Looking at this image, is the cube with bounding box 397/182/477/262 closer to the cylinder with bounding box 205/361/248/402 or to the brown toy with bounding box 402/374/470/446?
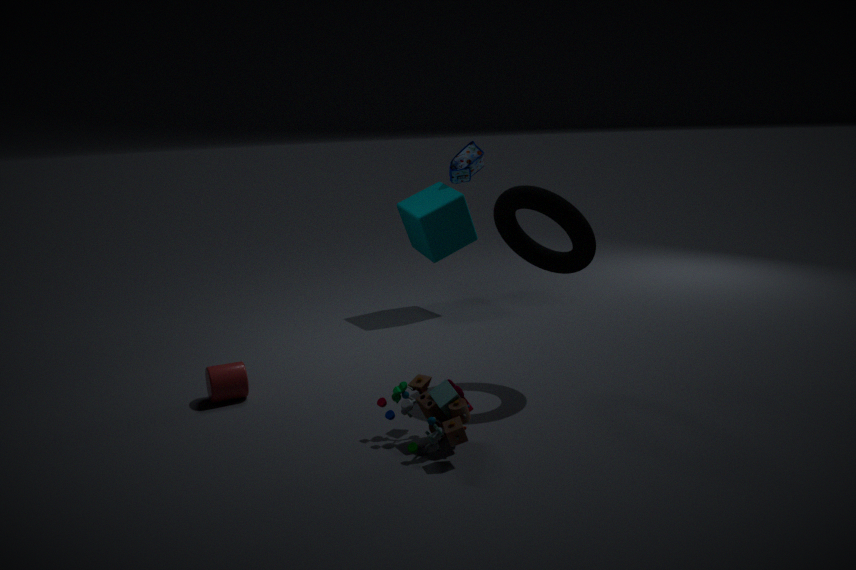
the cylinder with bounding box 205/361/248/402
